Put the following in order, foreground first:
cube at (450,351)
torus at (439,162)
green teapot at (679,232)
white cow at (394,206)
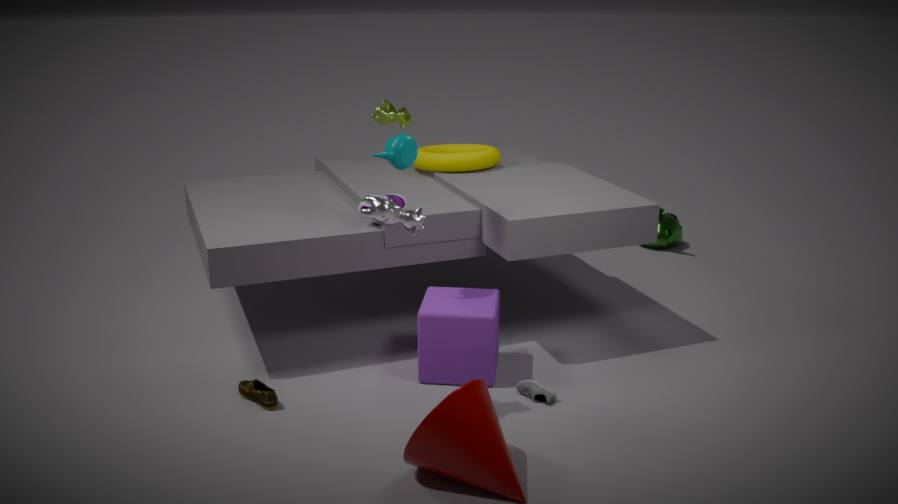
1. white cow at (394,206)
2. cube at (450,351)
3. torus at (439,162)
4. green teapot at (679,232)
